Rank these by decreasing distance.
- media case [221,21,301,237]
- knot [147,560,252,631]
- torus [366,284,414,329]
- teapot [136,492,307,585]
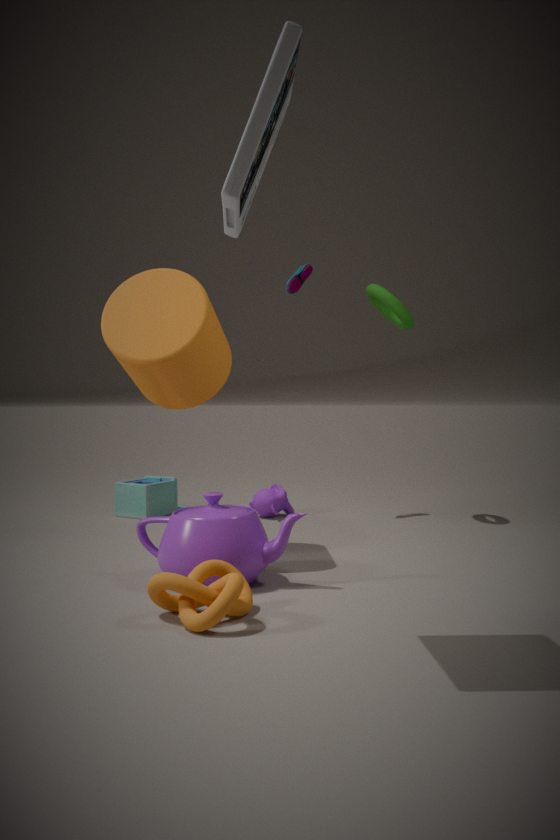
torus [366,284,414,329] → teapot [136,492,307,585] → knot [147,560,252,631] → media case [221,21,301,237]
